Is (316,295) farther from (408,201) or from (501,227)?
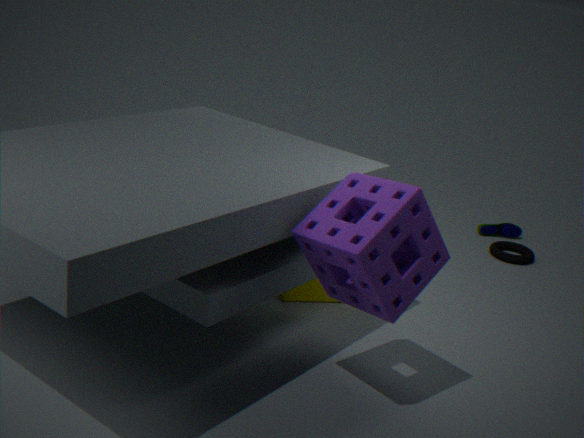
(501,227)
